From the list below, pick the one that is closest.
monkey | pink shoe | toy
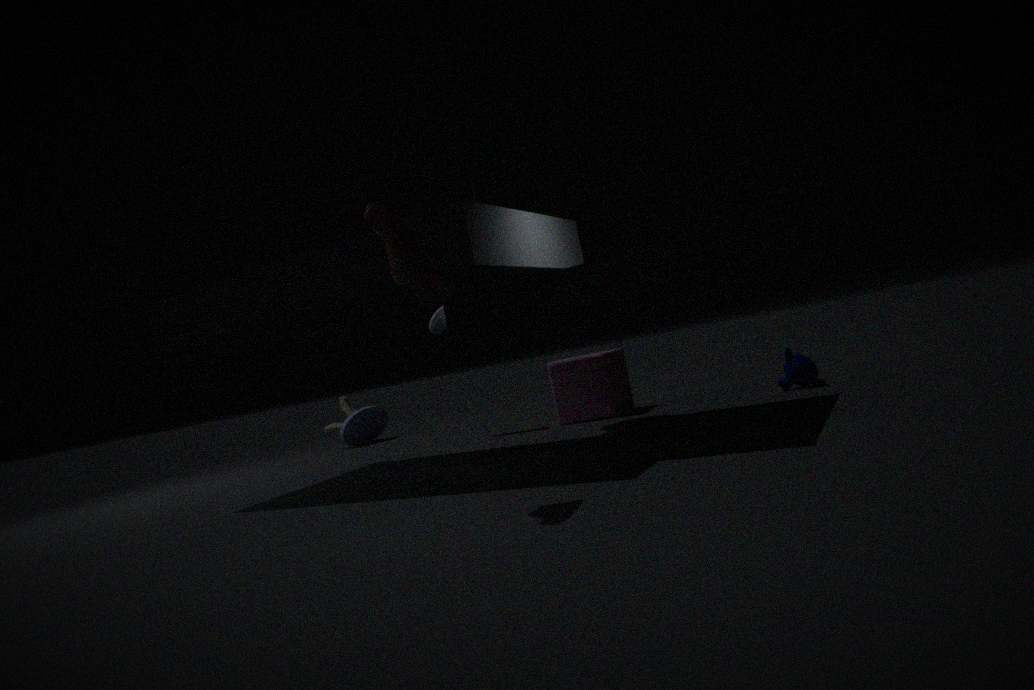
pink shoe
